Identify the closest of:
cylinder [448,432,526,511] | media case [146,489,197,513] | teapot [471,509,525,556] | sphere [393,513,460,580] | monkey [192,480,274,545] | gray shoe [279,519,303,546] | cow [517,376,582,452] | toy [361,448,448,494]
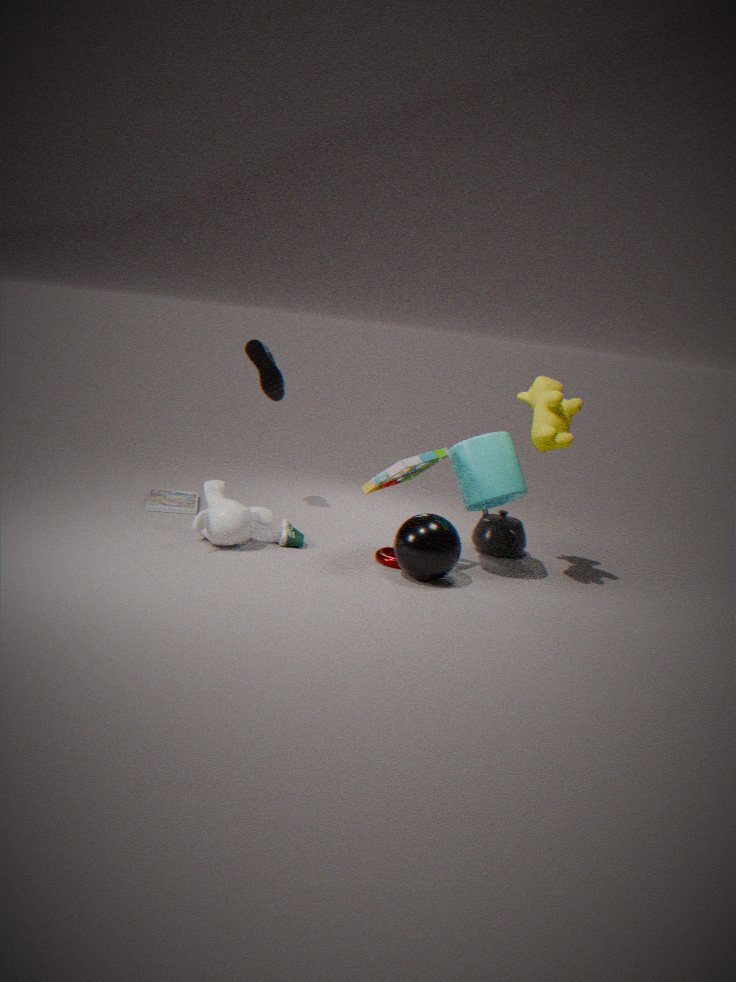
toy [361,448,448,494]
